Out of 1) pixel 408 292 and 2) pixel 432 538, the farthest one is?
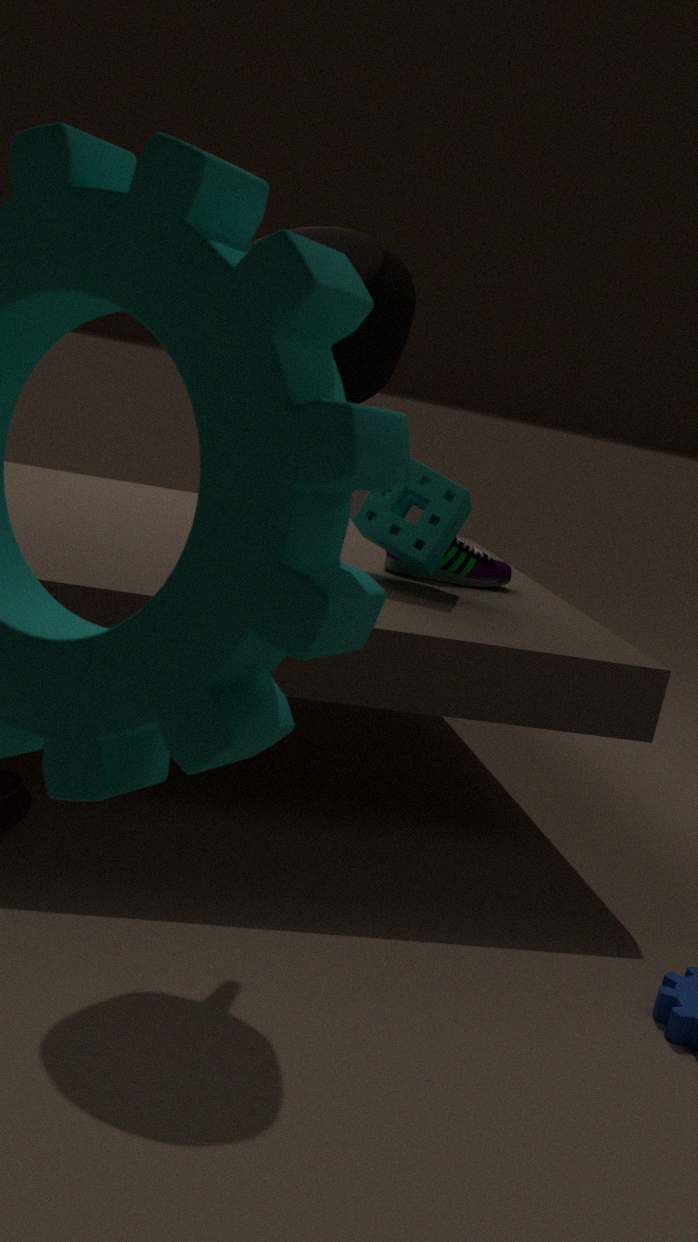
2. pixel 432 538
